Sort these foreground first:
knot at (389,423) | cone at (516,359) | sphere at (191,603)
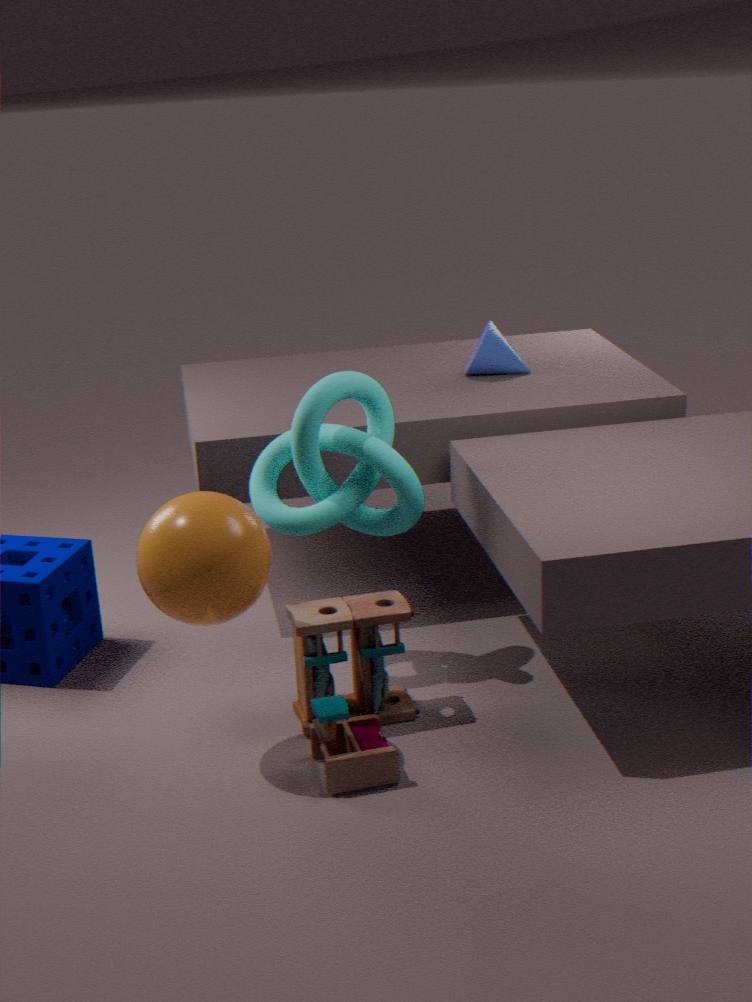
sphere at (191,603)
knot at (389,423)
cone at (516,359)
